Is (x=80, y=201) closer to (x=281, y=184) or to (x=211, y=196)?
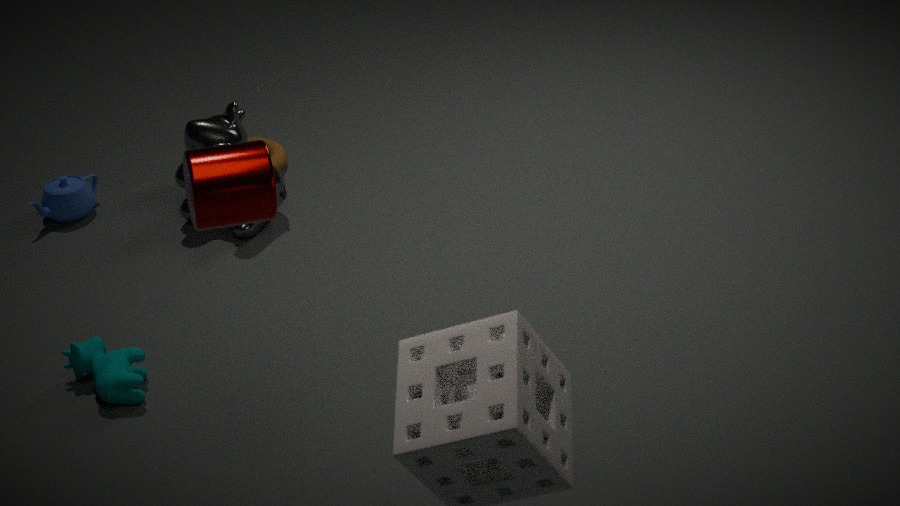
(x=281, y=184)
